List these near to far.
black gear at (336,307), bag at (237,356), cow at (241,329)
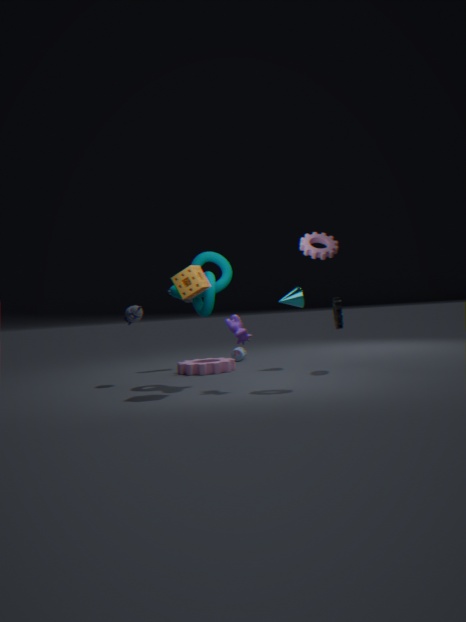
cow at (241,329) < black gear at (336,307) < bag at (237,356)
